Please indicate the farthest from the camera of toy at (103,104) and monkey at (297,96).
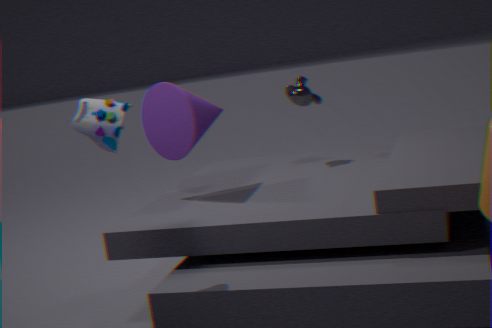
monkey at (297,96)
